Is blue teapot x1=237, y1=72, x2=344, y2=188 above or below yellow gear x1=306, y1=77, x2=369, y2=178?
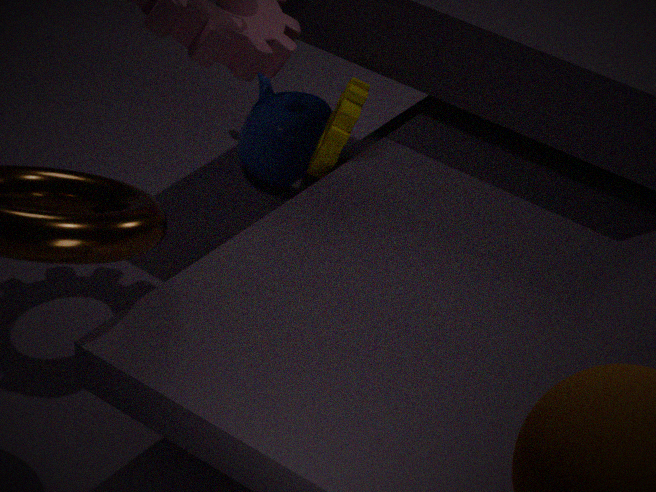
below
